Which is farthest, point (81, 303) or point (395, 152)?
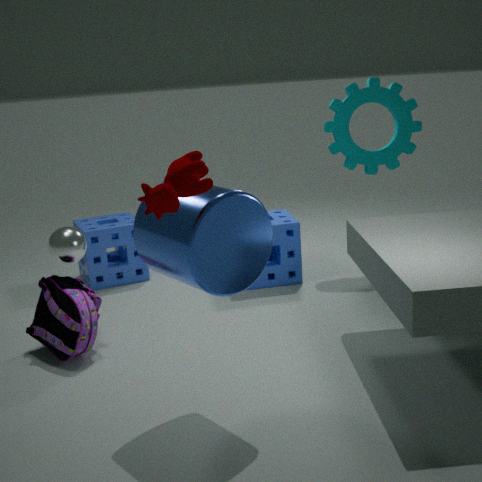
point (395, 152)
